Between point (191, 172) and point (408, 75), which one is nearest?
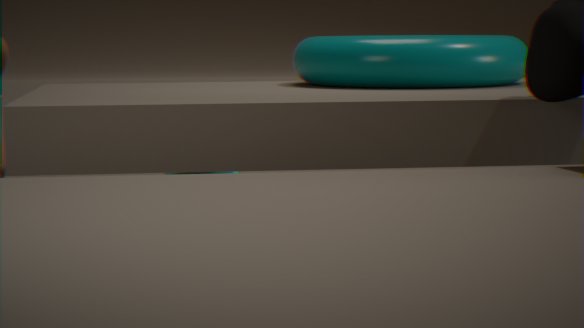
point (408, 75)
